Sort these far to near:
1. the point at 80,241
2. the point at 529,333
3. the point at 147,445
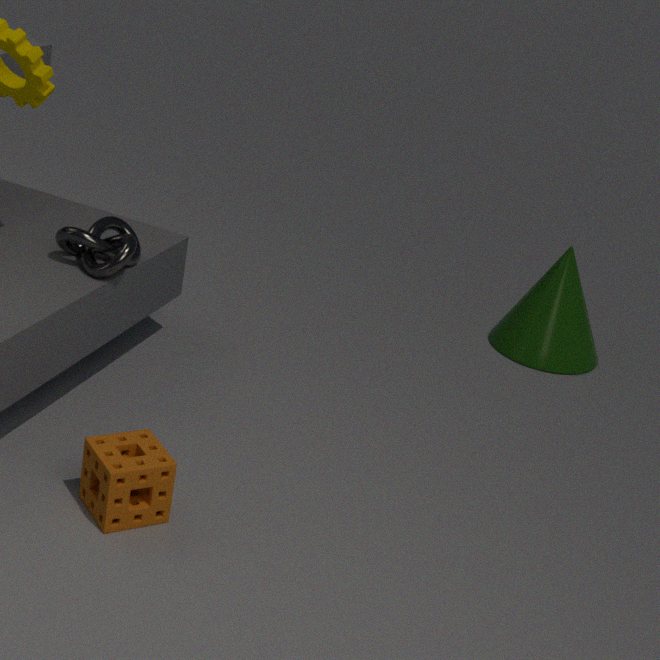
the point at 529,333, the point at 80,241, the point at 147,445
